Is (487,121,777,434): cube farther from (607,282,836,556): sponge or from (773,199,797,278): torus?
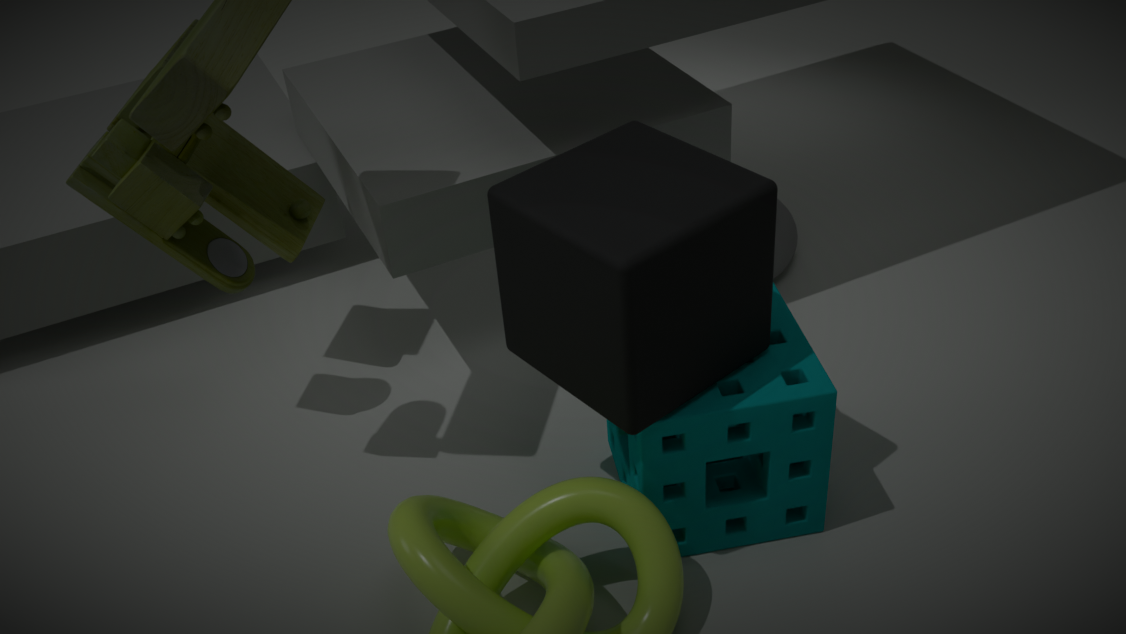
(773,199,797,278): torus
